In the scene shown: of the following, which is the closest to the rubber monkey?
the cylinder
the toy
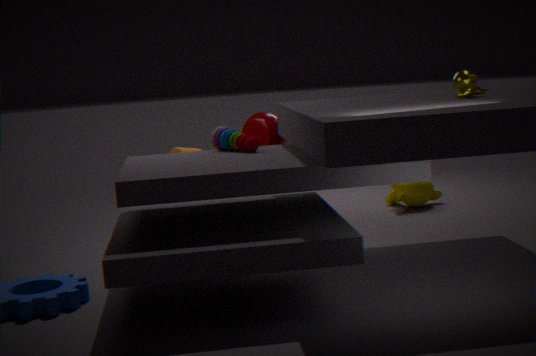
the cylinder
